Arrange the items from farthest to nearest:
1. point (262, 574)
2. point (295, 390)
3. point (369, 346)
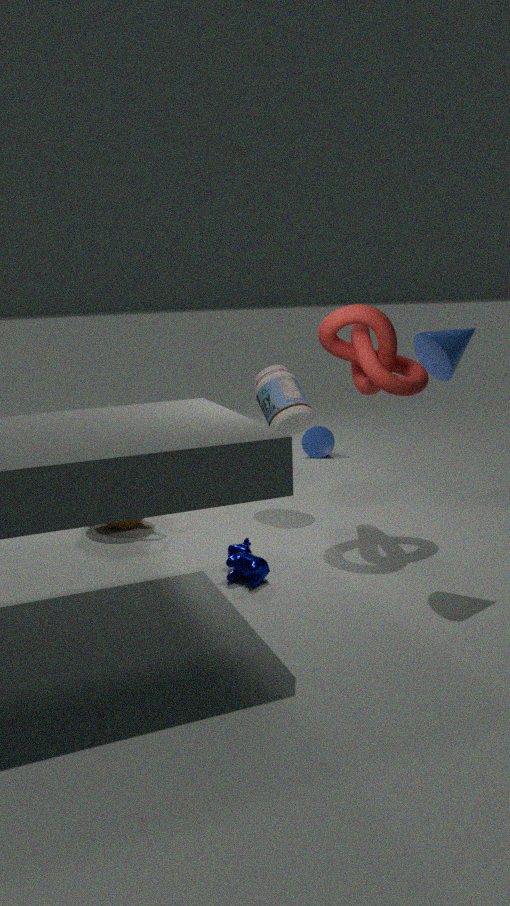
point (295, 390)
point (369, 346)
point (262, 574)
